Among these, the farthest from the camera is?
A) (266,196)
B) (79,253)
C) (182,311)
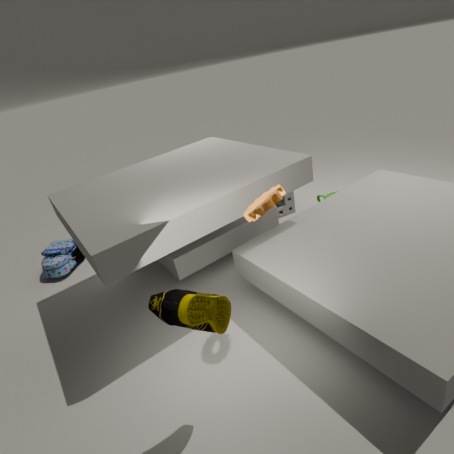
(79,253)
